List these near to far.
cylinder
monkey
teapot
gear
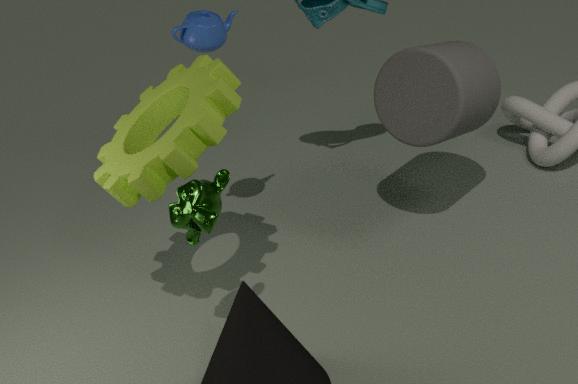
monkey → gear → teapot → cylinder
